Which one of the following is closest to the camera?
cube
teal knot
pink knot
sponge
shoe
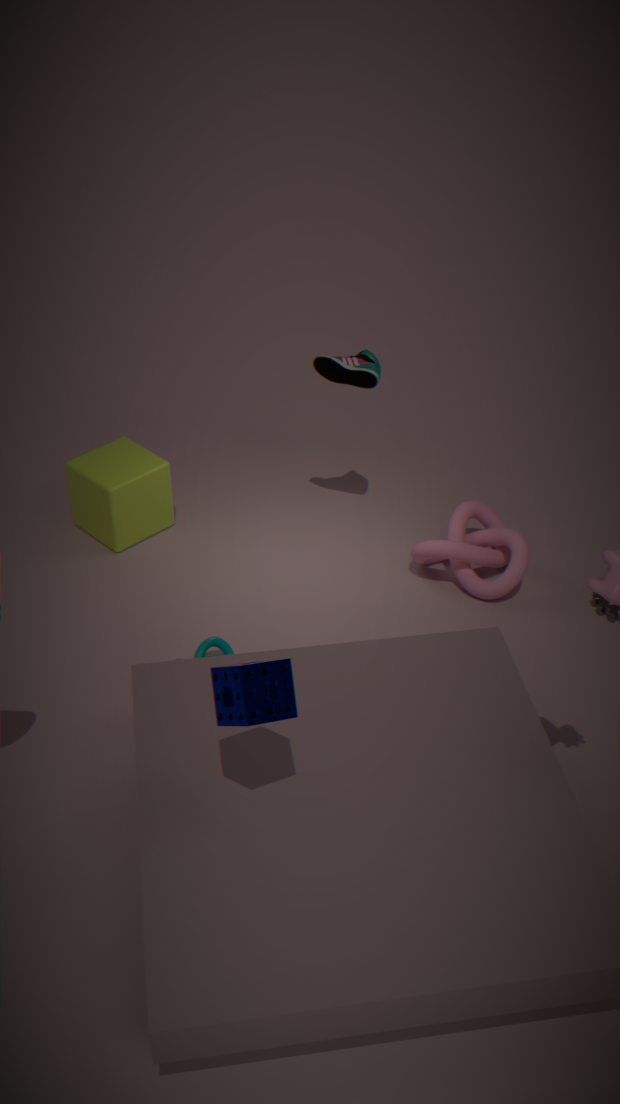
sponge
